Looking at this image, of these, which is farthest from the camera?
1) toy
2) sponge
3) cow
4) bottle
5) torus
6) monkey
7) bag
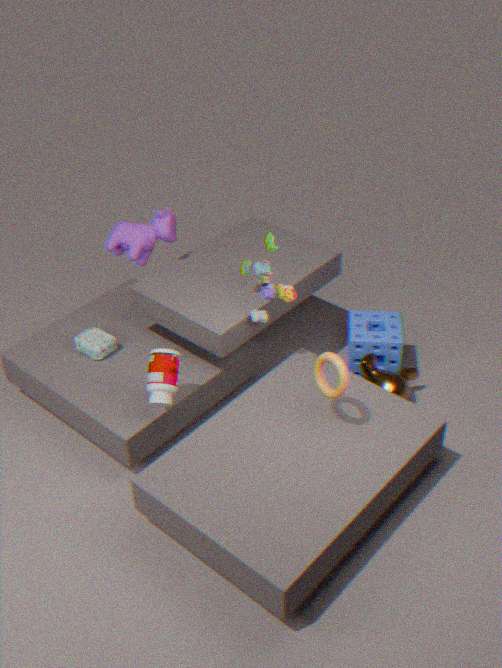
3. cow
